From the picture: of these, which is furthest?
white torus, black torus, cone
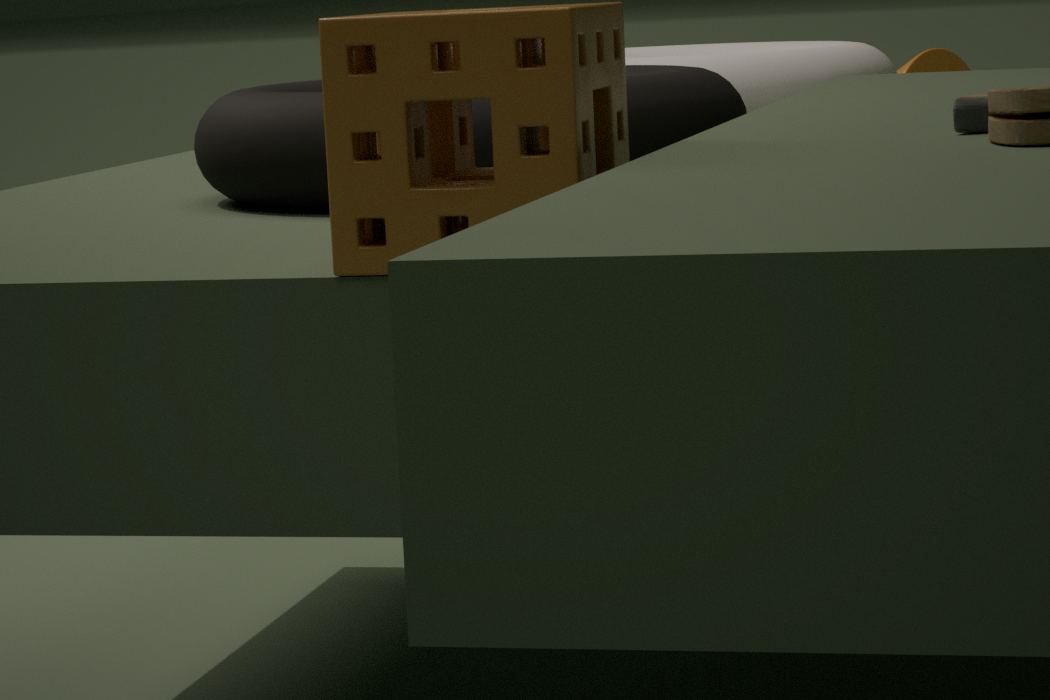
cone
